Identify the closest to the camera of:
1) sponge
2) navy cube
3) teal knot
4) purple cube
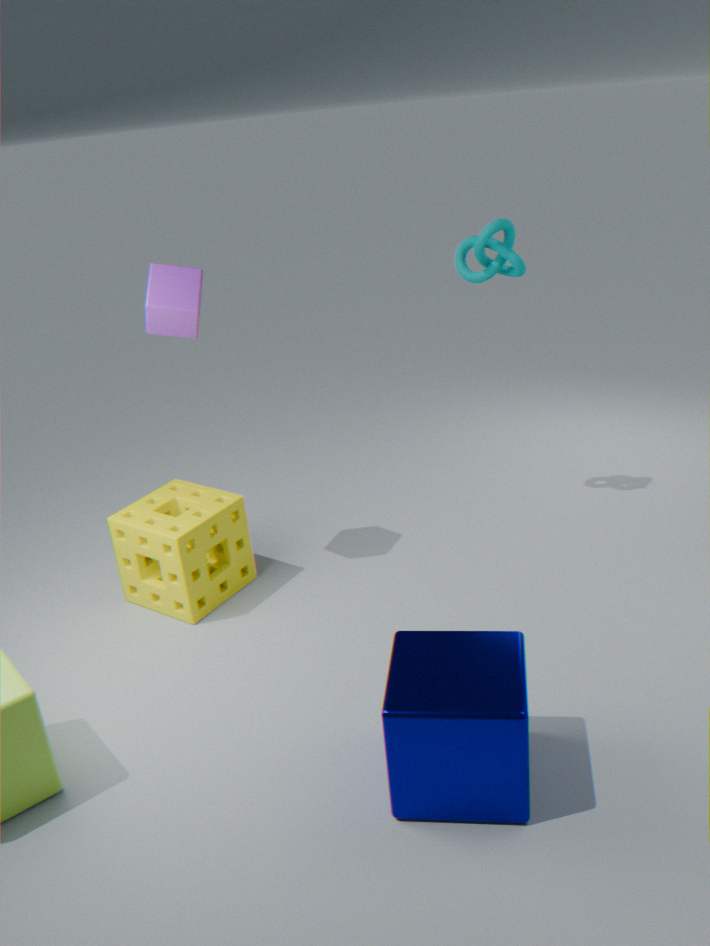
2. navy cube
